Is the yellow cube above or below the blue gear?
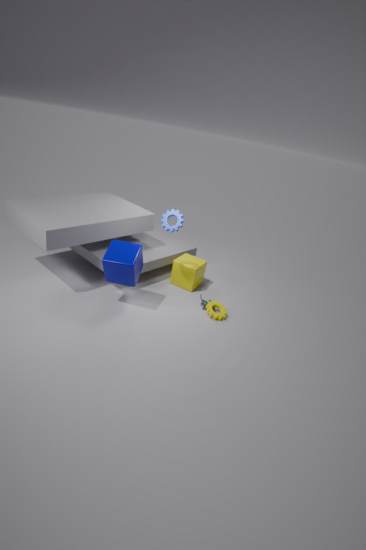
below
